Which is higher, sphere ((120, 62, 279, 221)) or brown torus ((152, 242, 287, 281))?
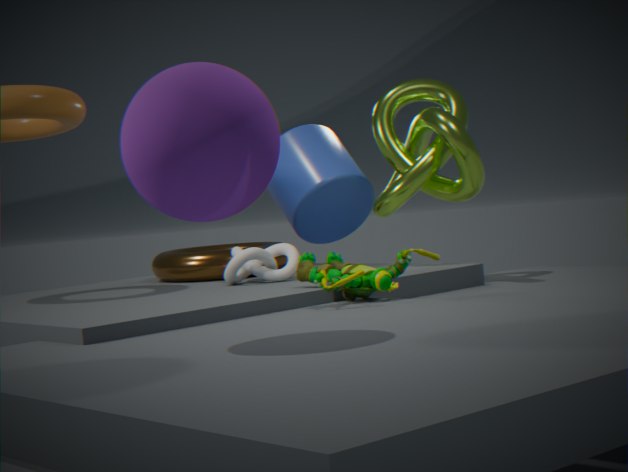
sphere ((120, 62, 279, 221))
